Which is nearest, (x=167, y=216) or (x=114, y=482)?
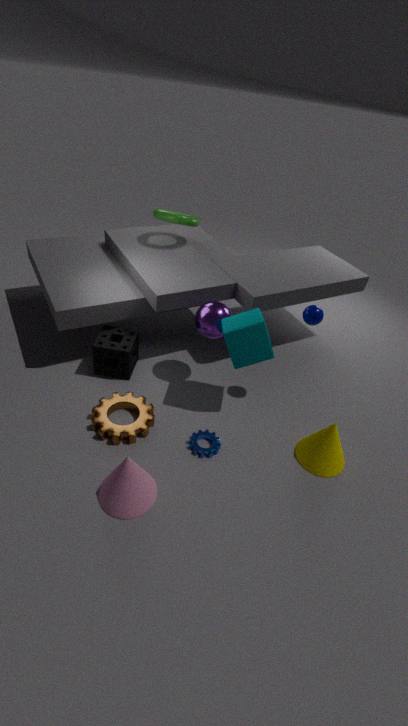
(x=114, y=482)
